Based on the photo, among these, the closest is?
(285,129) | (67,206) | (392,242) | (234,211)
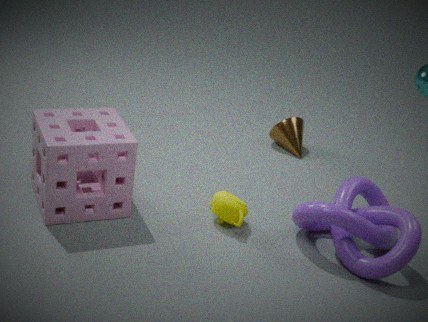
(67,206)
